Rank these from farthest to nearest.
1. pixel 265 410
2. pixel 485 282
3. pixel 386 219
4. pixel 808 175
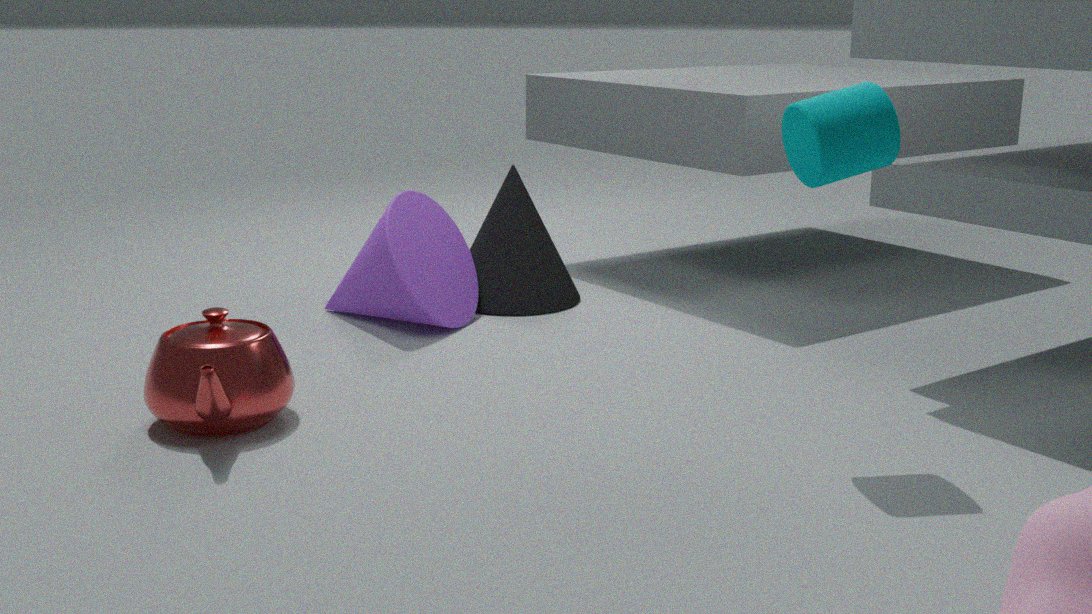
pixel 485 282
pixel 386 219
pixel 265 410
pixel 808 175
